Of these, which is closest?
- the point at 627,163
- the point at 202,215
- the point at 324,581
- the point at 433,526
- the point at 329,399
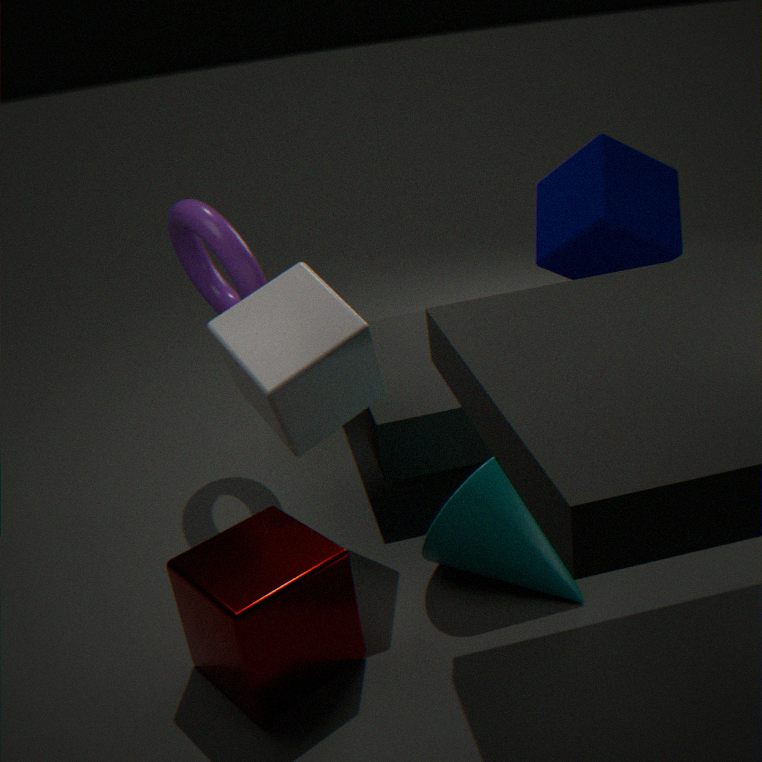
the point at 324,581
